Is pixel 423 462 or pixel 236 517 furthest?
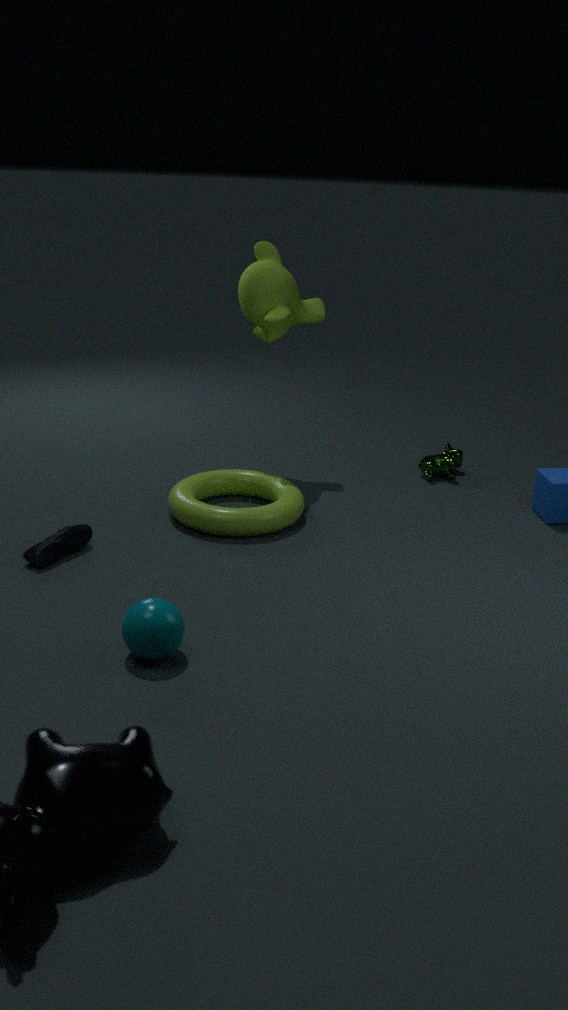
pixel 423 462
